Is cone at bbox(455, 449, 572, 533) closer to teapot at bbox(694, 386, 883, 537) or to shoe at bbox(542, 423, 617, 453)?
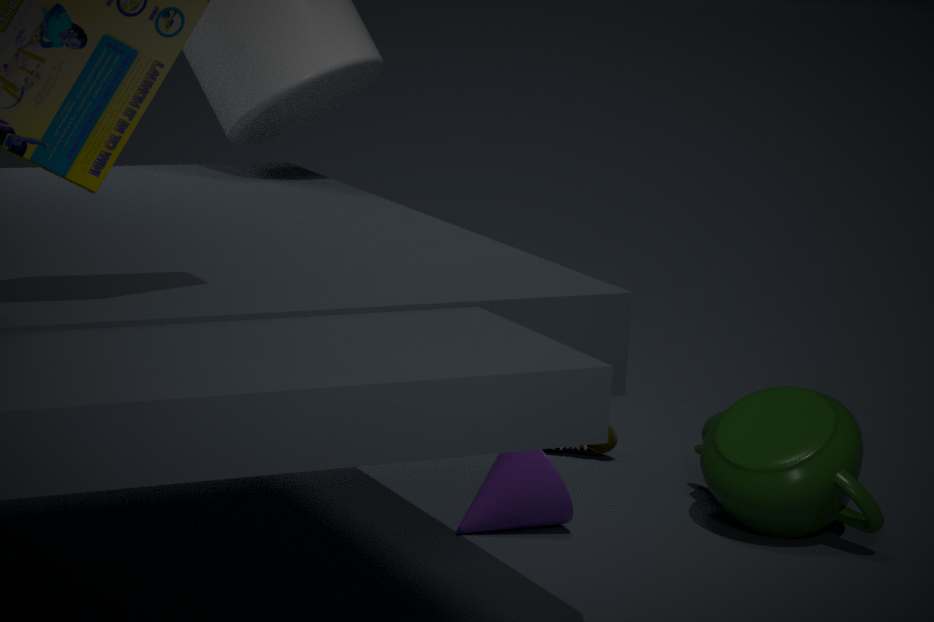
teapot at bbox(694, 386, 883, 537)
